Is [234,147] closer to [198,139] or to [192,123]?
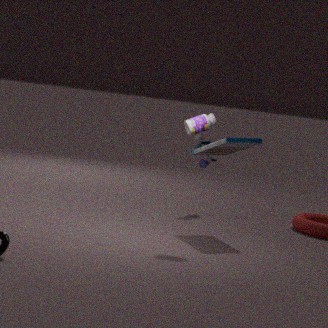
[192,123]
